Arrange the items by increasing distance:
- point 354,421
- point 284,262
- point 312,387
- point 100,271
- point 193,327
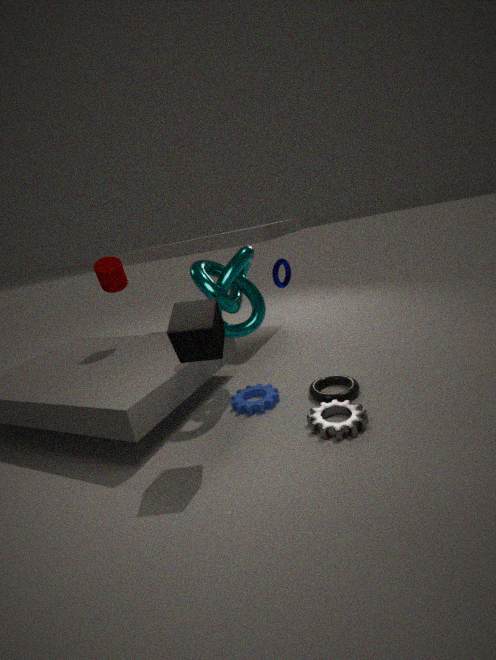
point 193,327, point 354,421, point 312,387, point 100,271, point 284,262
